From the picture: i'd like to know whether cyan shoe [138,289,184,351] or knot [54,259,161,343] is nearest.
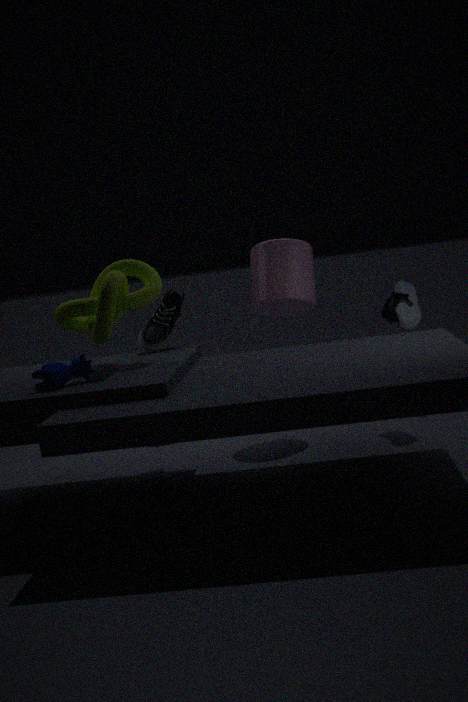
knot [54,259,161,343]
